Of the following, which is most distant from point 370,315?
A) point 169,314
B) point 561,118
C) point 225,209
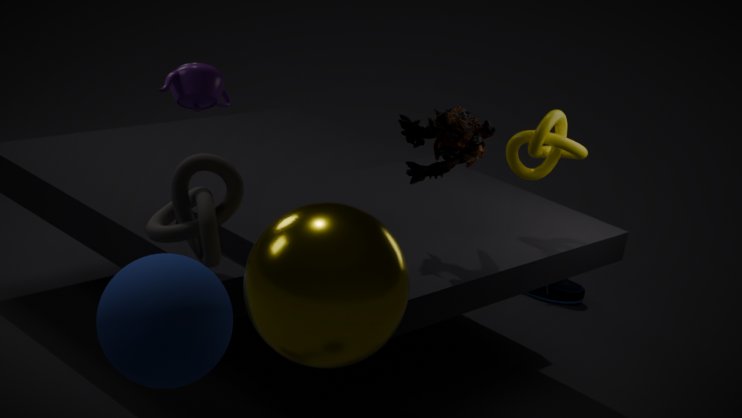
point 561,118
